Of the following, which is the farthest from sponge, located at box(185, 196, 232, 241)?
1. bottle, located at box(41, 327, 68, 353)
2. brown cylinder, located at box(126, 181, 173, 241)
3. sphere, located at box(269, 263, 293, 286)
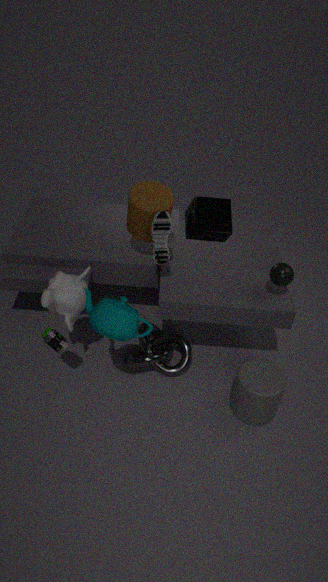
bottle, located at box(41, 327, 68, 353)
